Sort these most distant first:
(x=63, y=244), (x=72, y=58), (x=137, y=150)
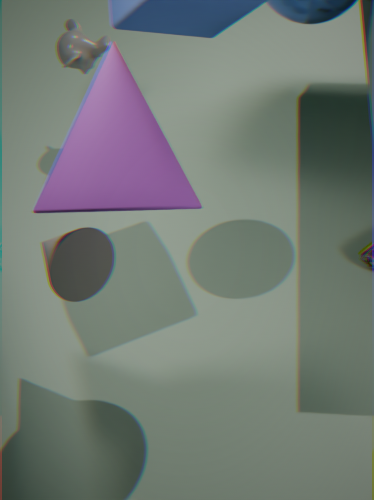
(x=72, y=58), (x=63, y=244), (x=137, y=150)
